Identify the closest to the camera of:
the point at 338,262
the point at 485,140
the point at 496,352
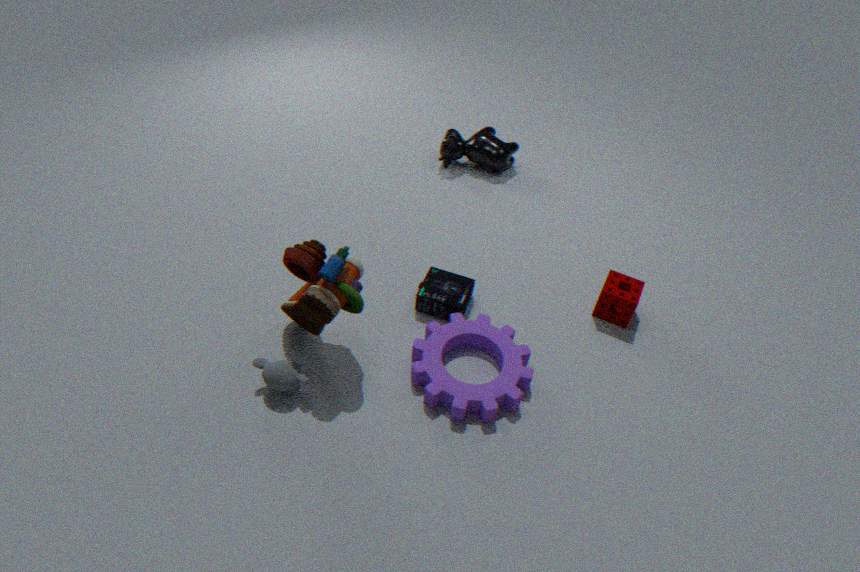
the point at 338,262
